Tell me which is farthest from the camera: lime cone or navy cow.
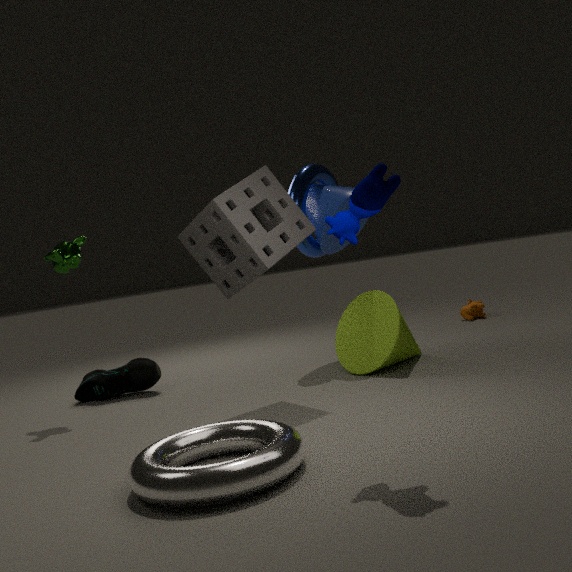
lime cone
